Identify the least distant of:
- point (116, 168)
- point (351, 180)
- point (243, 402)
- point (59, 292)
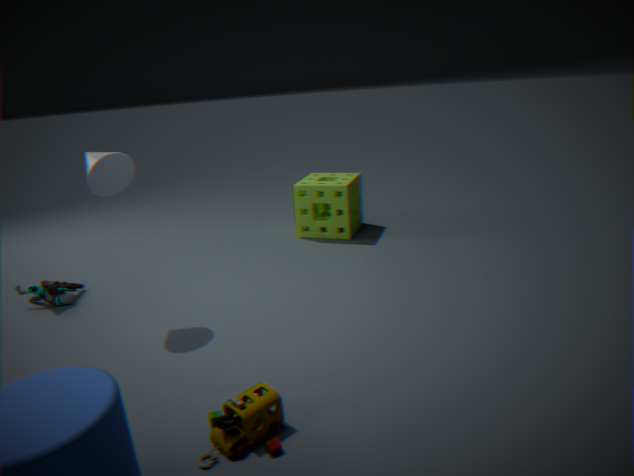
point (243, 402)
